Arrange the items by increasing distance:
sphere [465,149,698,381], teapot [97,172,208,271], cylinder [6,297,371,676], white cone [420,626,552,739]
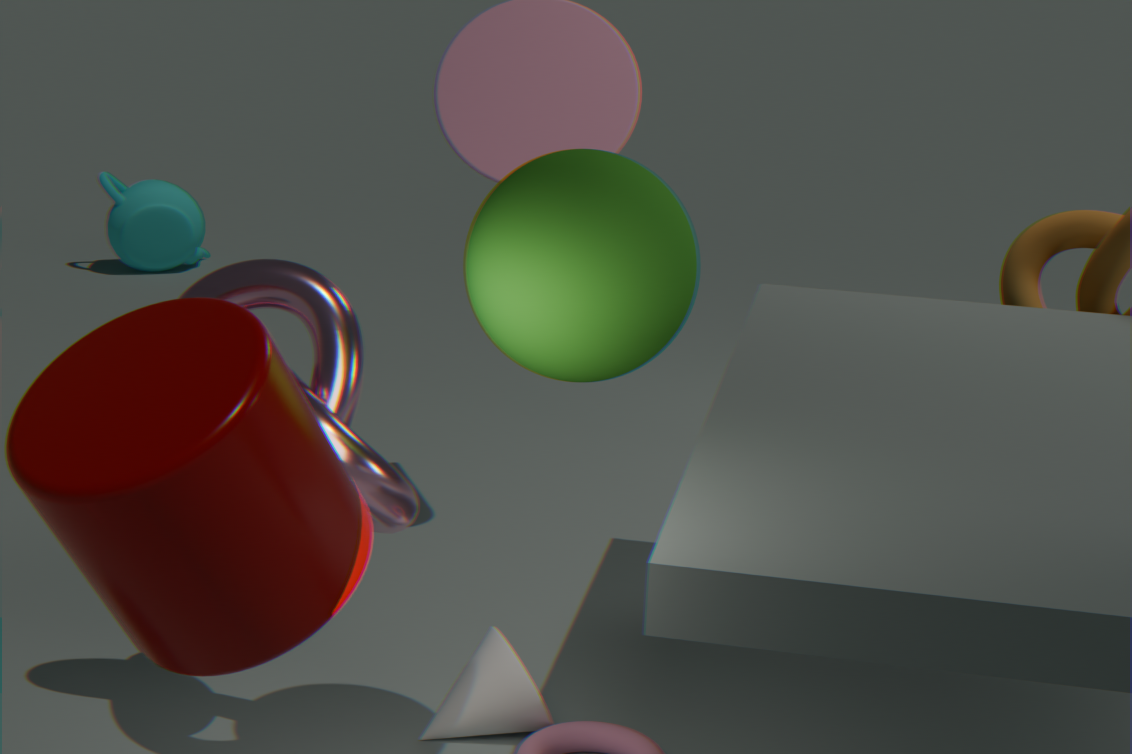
1. cylinder [6,297,371,676]
2. sphere [465,149,698,381]
3. white cone [420,626,552,739]
4. teapot [97,172,208,271]
